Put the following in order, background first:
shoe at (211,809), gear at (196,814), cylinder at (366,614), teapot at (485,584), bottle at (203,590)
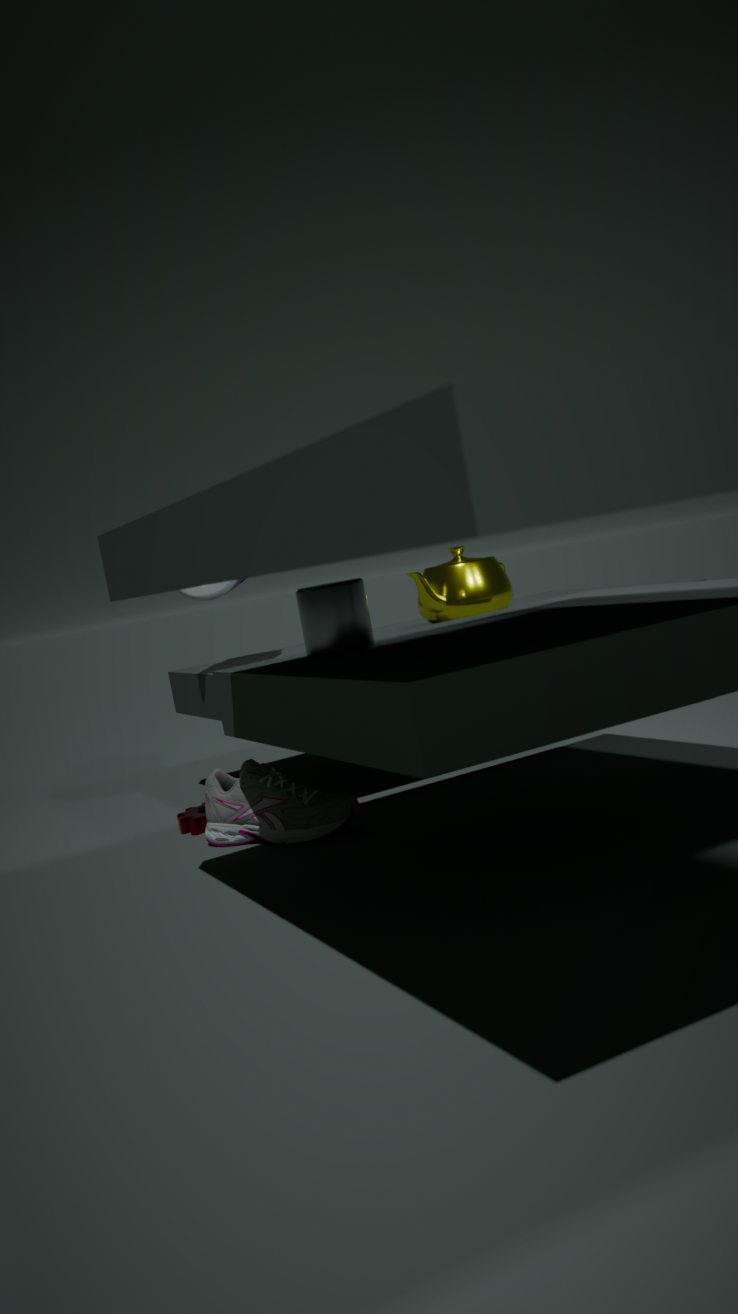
teapot at (485,584)
bottle at (203,590)
gear at (196,814)
shoe at (211,809)
cylinder at (366,614)
